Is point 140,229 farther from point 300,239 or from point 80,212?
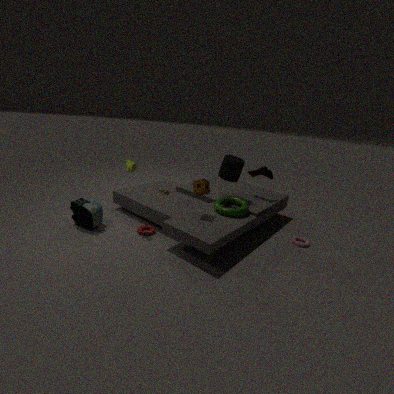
point 300,239
